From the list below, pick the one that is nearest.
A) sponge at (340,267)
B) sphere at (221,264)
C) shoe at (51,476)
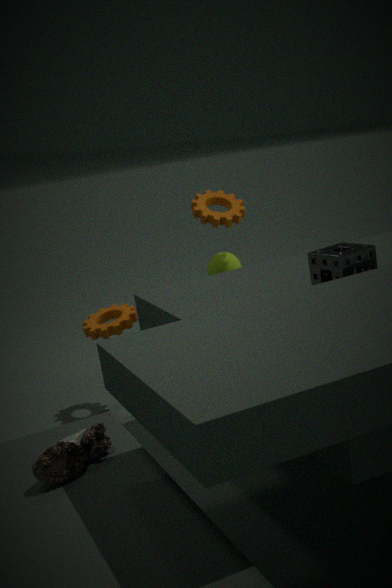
shoe at (51,476)
